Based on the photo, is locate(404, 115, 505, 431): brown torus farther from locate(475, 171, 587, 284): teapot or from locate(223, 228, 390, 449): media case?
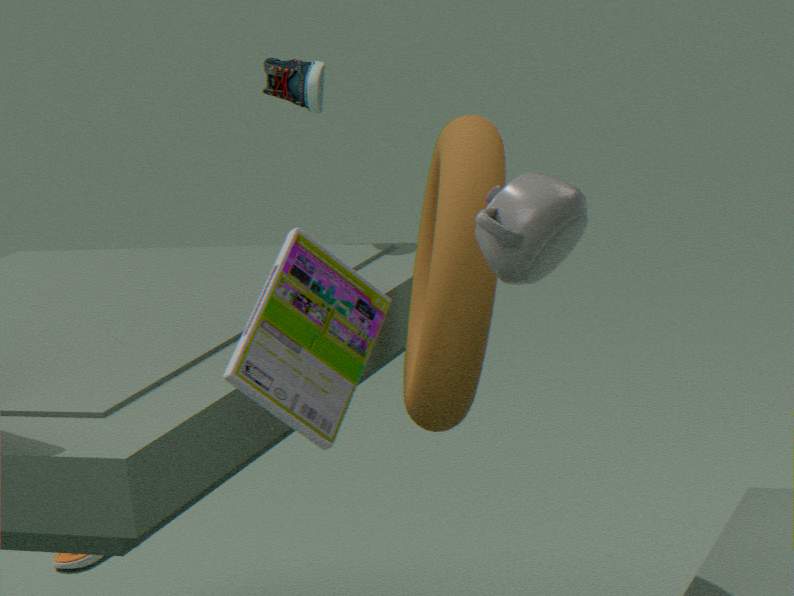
locate(223, 228, 390, 449): media case
